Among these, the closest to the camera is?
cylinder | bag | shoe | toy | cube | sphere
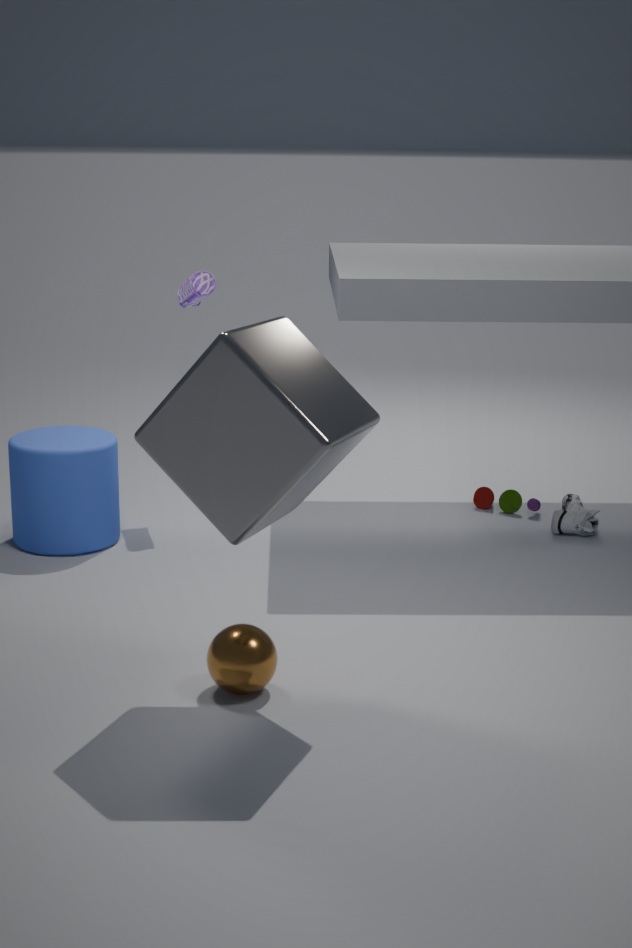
cube
